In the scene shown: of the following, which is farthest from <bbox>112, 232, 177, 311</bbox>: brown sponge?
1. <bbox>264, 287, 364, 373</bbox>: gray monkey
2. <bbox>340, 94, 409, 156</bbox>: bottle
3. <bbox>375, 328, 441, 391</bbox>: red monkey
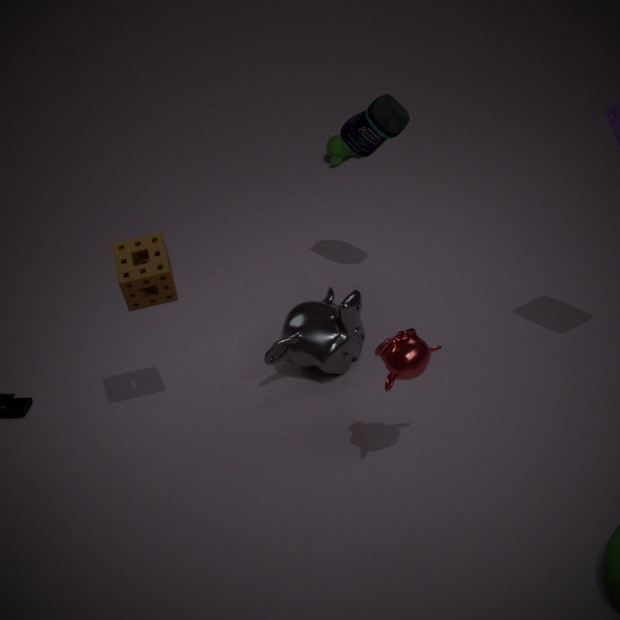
<bbox>340, 94, 409, 156</bbox>: bottle
